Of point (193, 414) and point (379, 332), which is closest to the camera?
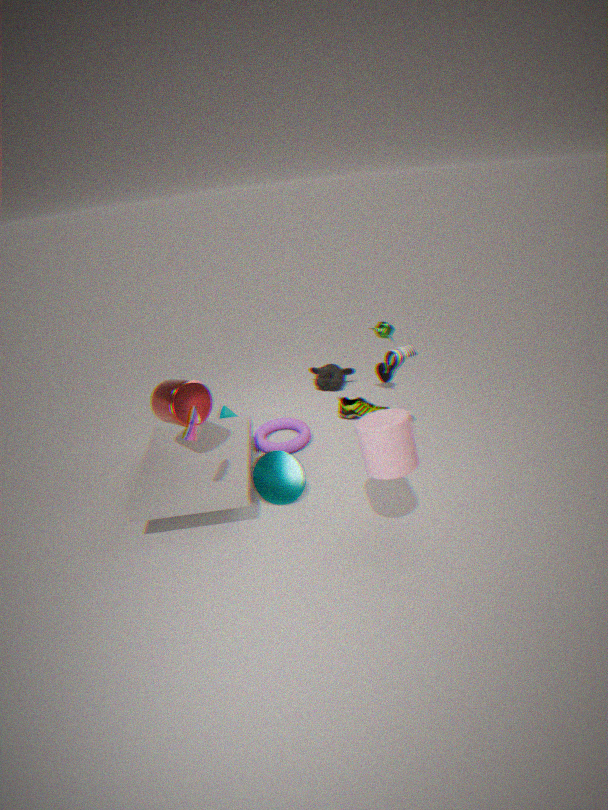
point (193, 414)
